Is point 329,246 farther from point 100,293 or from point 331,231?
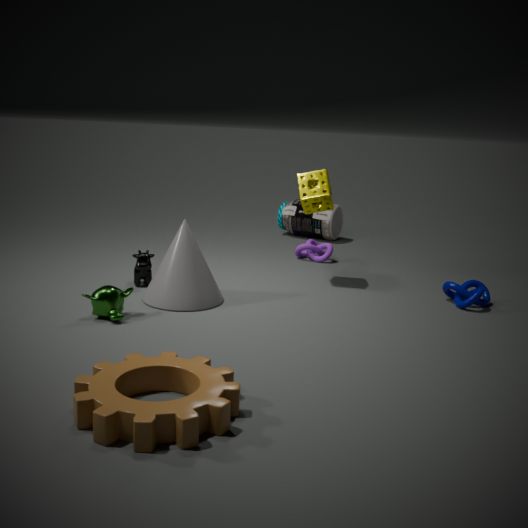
point 100,293
